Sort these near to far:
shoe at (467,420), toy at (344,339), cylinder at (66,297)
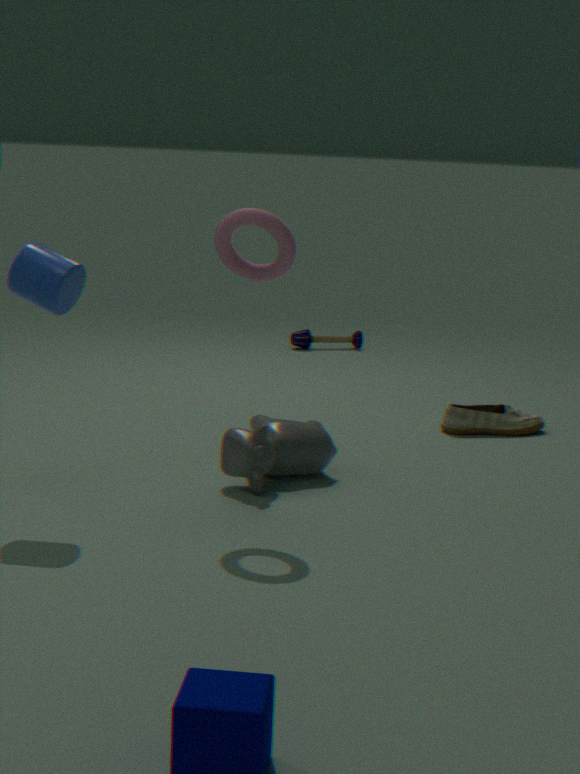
cylinder at (66,297) → shoe at (467,420) → toy at (344,339)
